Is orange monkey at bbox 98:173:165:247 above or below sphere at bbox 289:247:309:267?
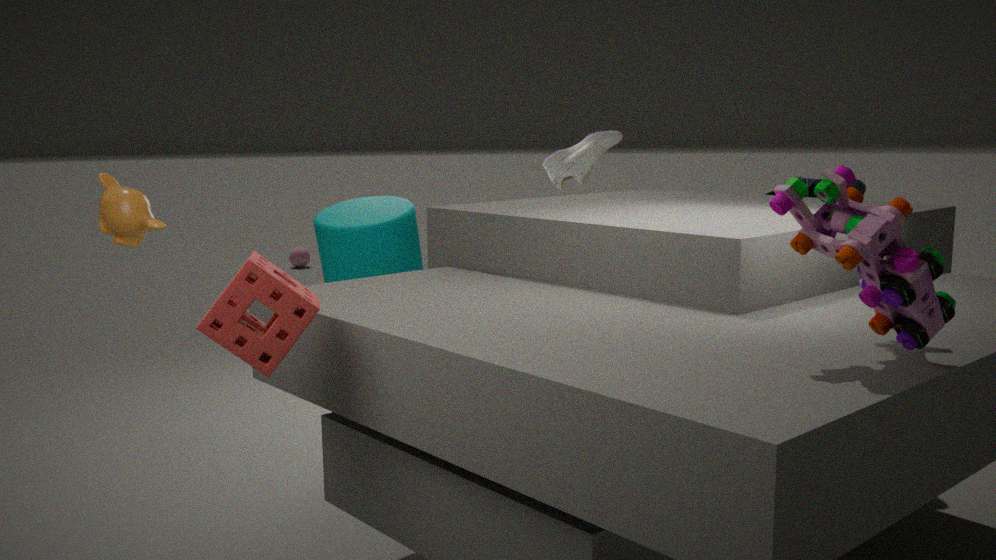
above
